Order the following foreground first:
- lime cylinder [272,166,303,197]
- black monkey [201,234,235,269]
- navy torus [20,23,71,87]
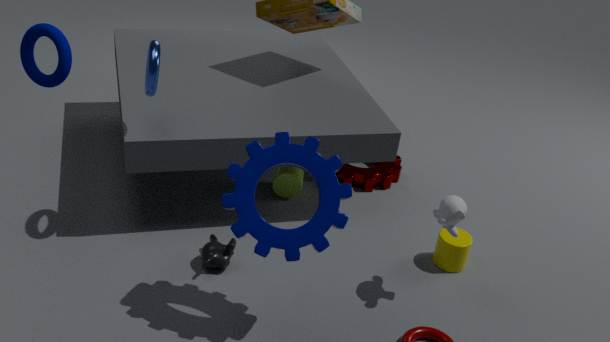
navy torus [20,23,71,87] → black monkey [201,234,235,269] → lime cylinder [272,166,303,197]
